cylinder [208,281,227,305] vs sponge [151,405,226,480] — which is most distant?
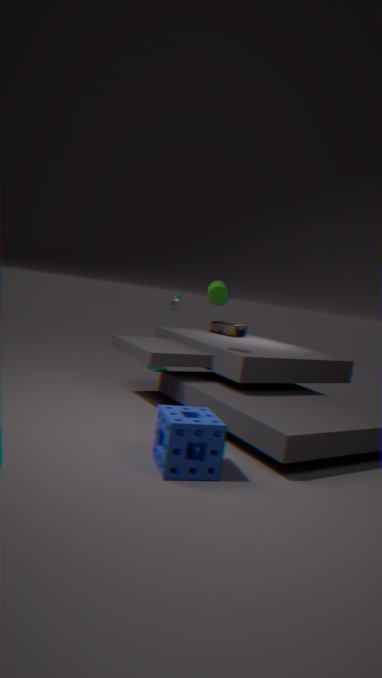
cylinder [208,281,227,305]
